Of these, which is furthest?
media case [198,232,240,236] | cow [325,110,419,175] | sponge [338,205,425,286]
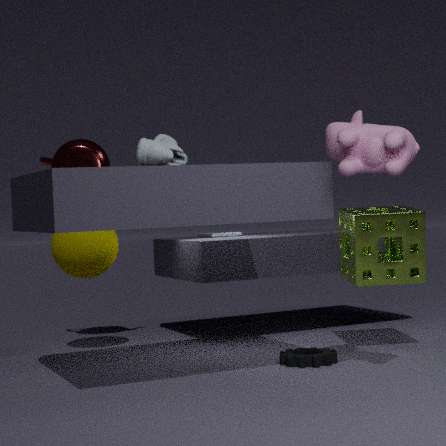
media case [198,232,240,236]
